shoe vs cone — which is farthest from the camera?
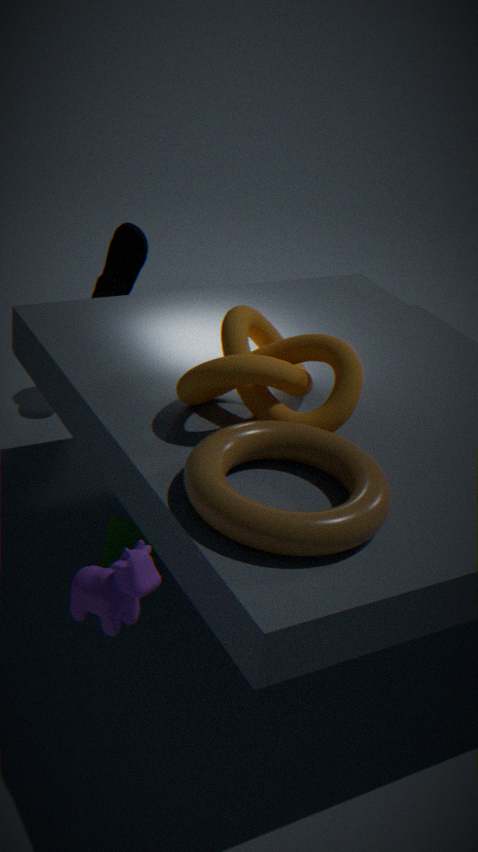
shoe
